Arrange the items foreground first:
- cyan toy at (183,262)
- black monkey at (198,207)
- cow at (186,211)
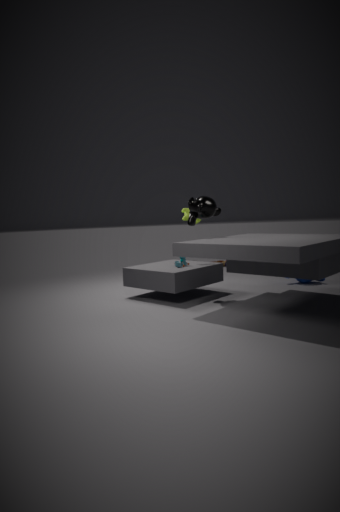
black monkey at (198,207) → cyan toy at (183,262) → cow at (186,211)
